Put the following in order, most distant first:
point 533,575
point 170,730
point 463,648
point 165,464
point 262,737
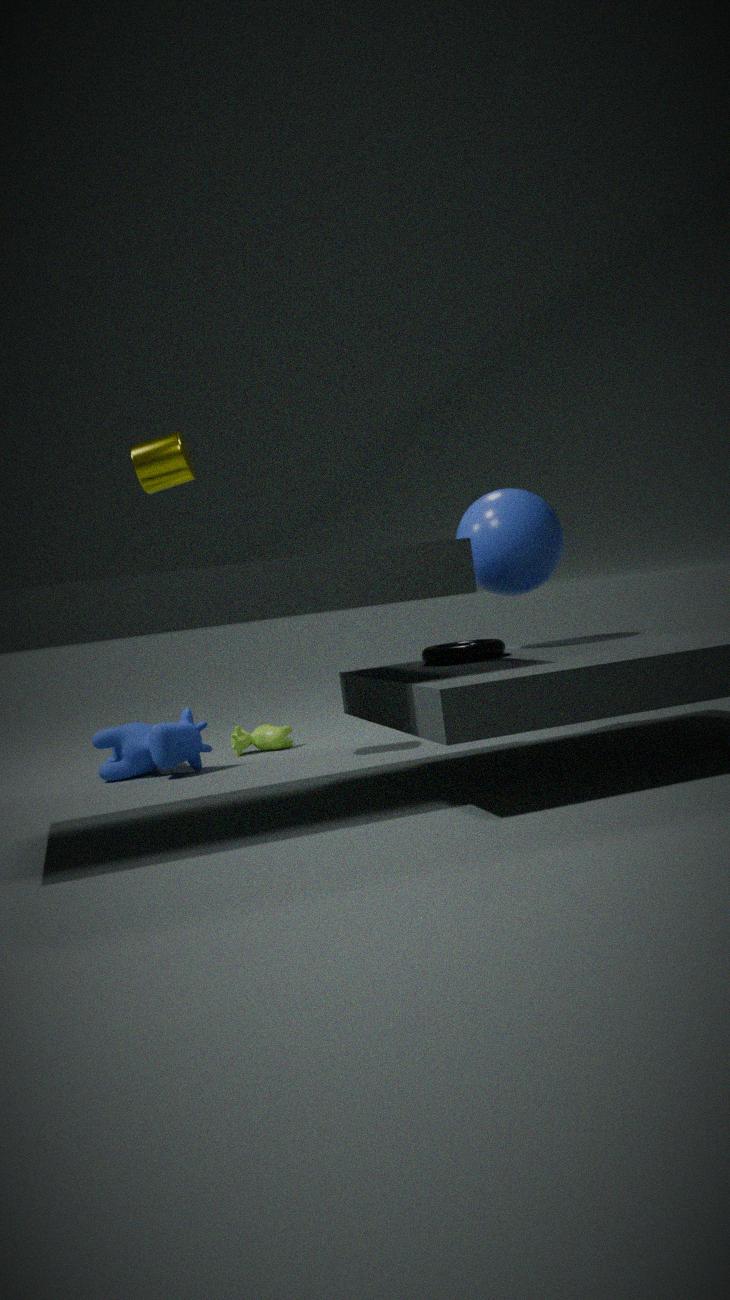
point 262,737 < point 170,730 < point 165,464 < point 533,575 < point 463,648
